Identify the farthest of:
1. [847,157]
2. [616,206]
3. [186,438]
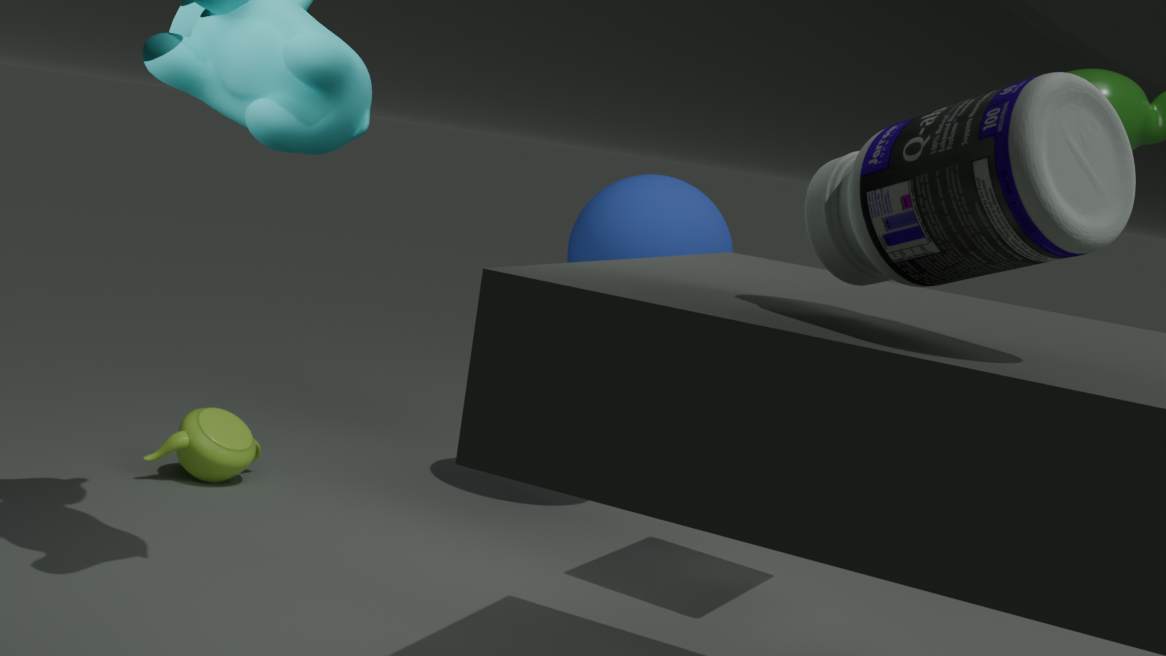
[616,206]
